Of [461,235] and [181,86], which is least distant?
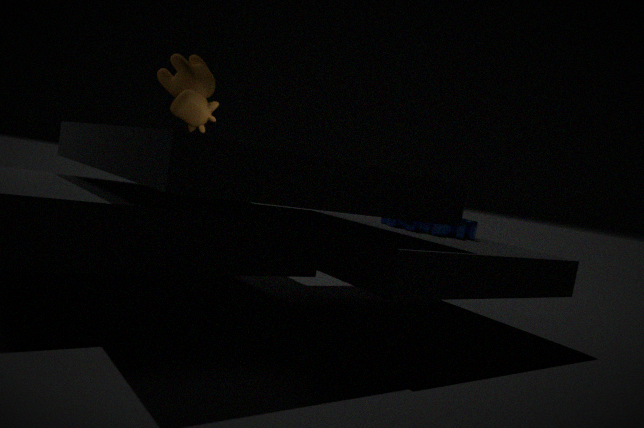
[461,235]
